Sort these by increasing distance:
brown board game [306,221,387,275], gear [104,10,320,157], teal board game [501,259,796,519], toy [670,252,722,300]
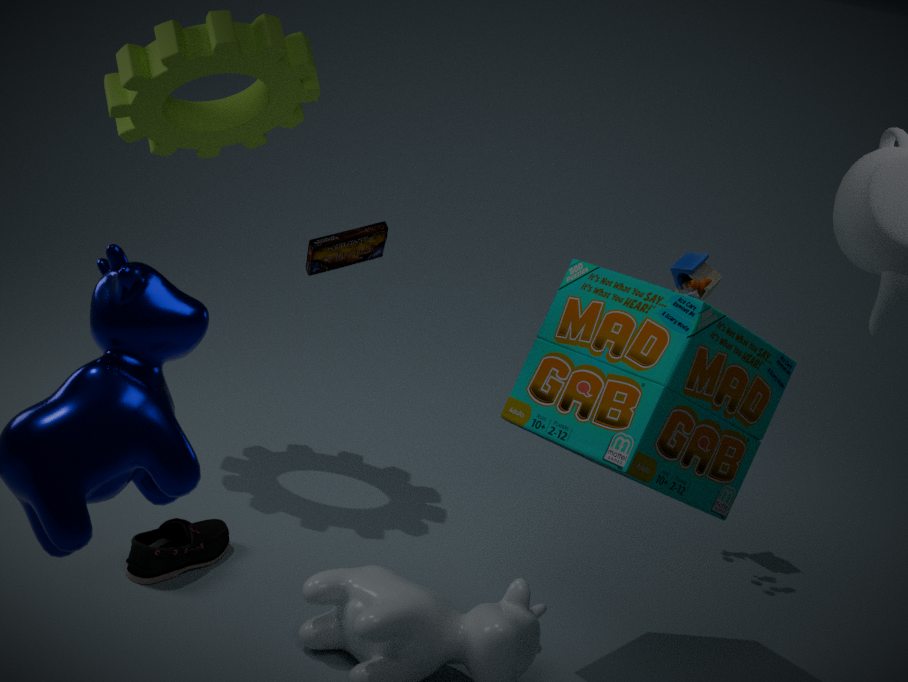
1. teal board game [501,259,796,519]
2. brown board game [306,221,387,275]
3. gear [104,10,320,157]
4. toy [670,252,722,300]
